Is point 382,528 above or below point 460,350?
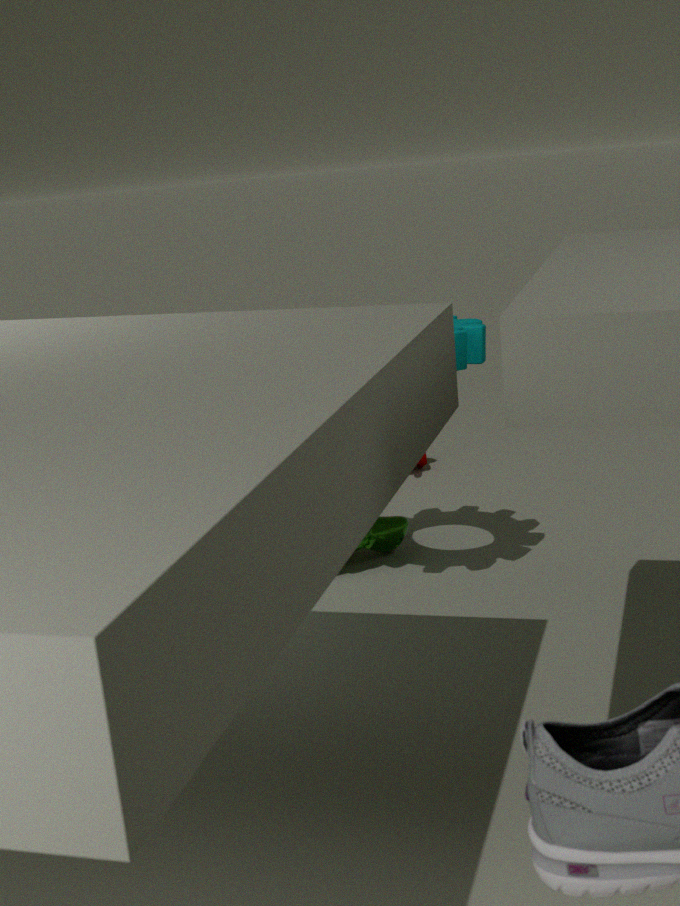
below
